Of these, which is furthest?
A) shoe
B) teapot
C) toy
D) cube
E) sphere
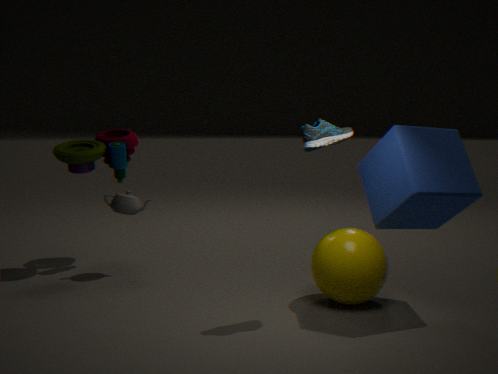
toy
